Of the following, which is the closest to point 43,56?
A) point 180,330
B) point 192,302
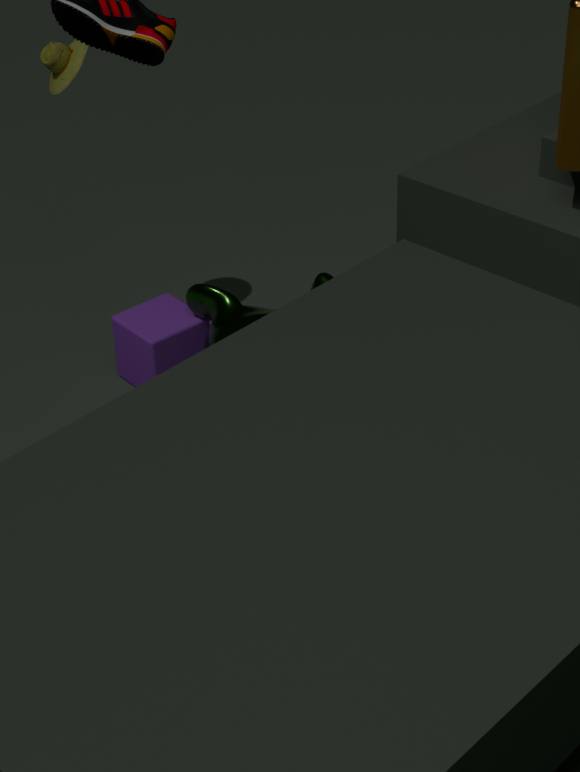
point 180,330
